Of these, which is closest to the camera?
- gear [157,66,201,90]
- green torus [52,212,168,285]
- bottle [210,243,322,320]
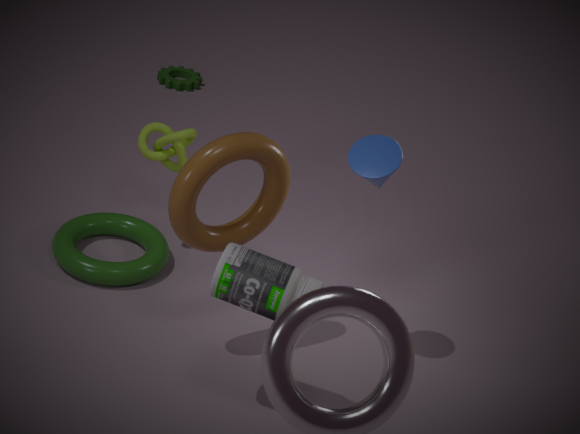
bottle [210,243,322,320]
